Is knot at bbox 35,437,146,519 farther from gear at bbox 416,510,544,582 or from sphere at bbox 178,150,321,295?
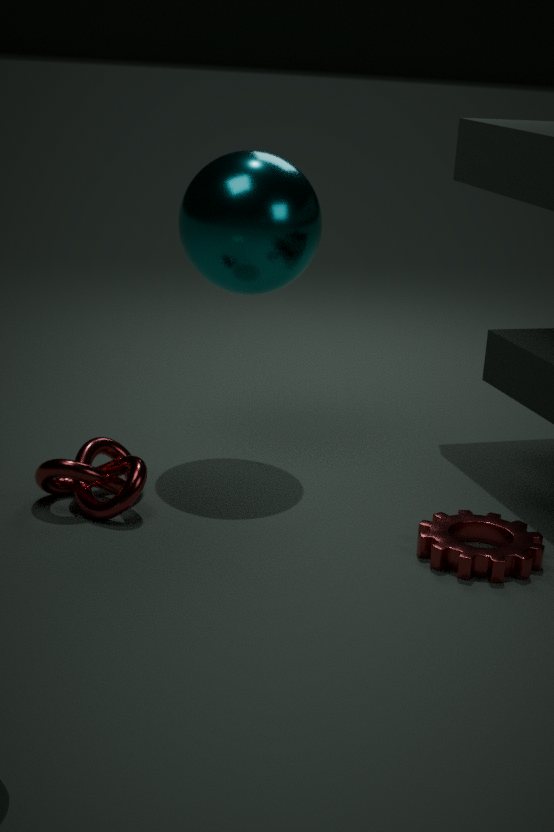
gear at bbox 416,510,544,582
